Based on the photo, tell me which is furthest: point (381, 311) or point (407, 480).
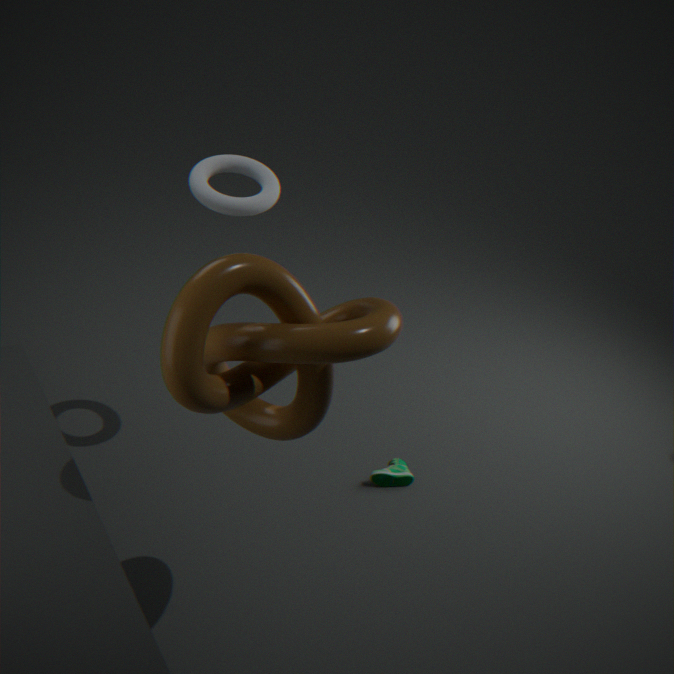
point (407, 480)
